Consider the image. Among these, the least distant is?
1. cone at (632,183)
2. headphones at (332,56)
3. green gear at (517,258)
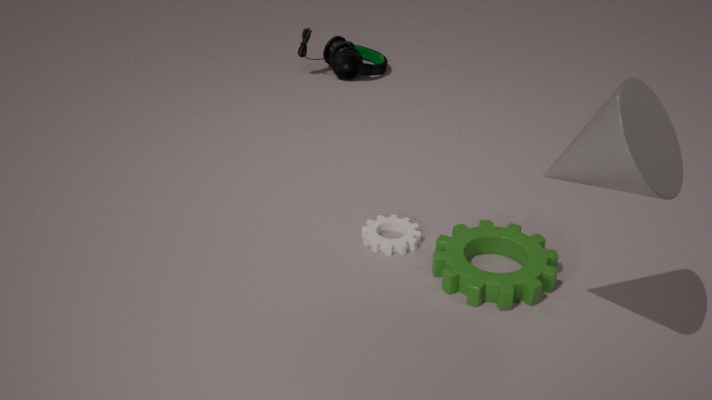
cone at (632,183)
